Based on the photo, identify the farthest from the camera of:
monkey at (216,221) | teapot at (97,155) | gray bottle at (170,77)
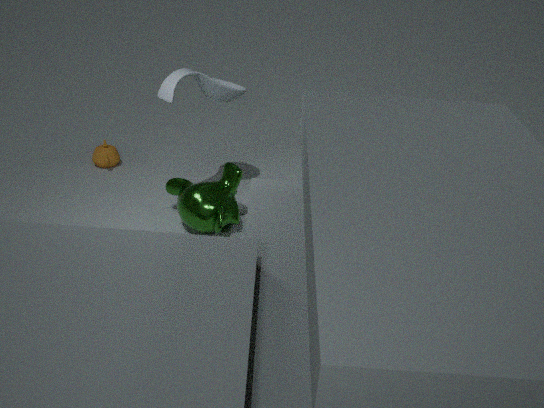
teapot at (97,155)
